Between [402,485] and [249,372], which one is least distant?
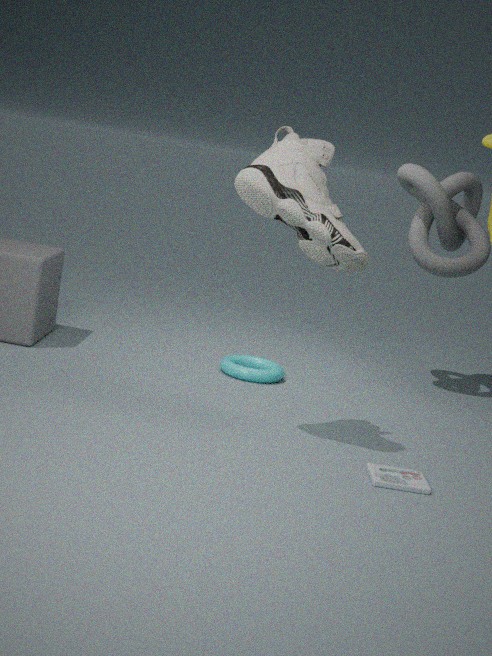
[402,485]
